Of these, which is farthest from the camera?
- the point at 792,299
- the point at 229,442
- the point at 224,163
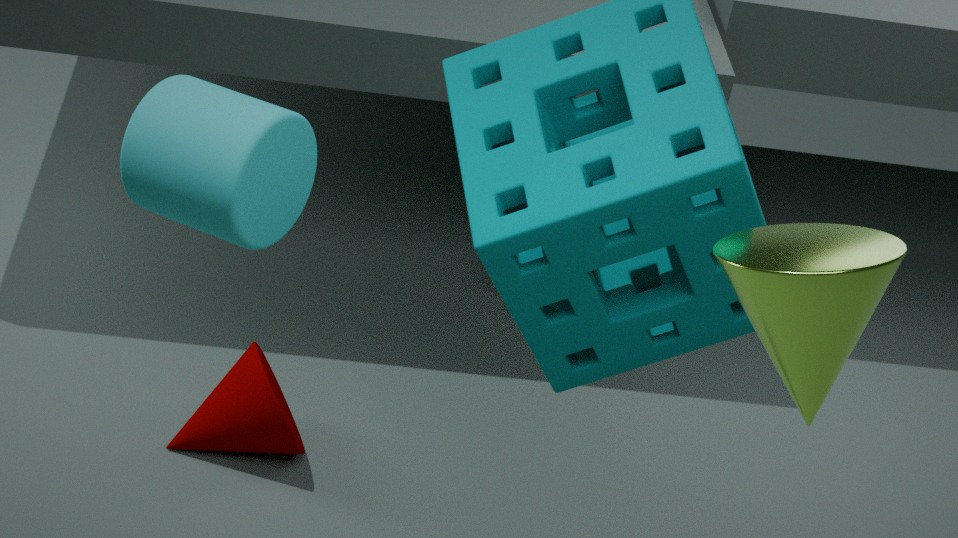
the point at 229,442
